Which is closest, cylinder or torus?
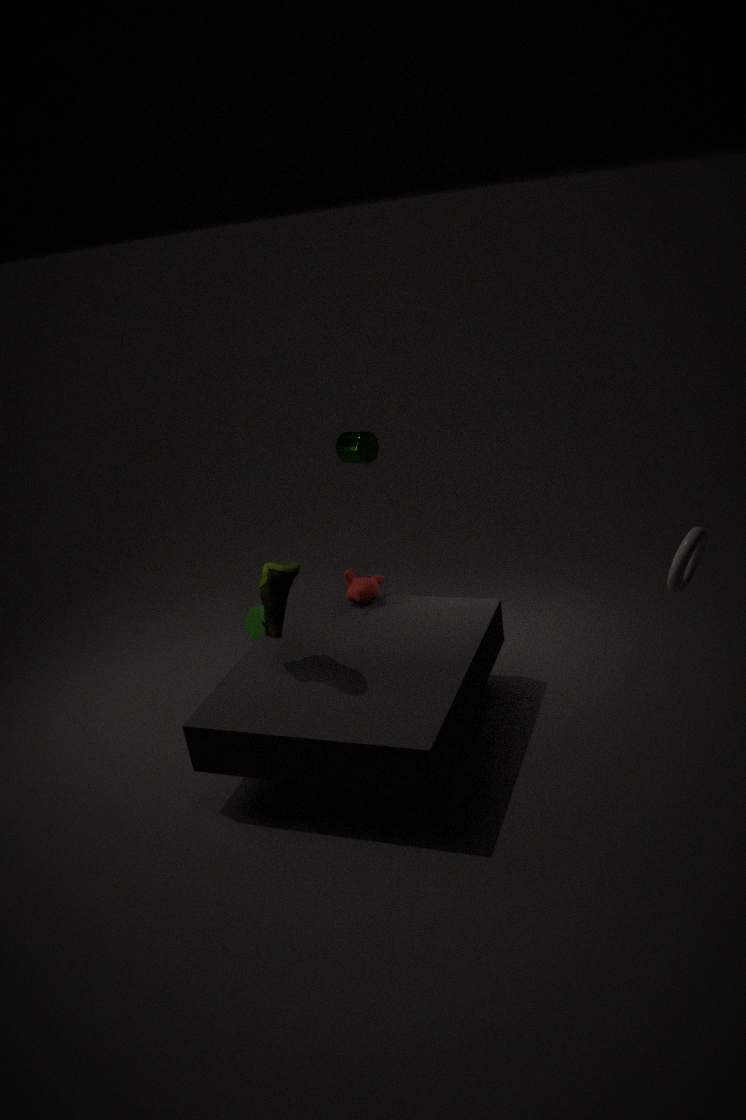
torus
